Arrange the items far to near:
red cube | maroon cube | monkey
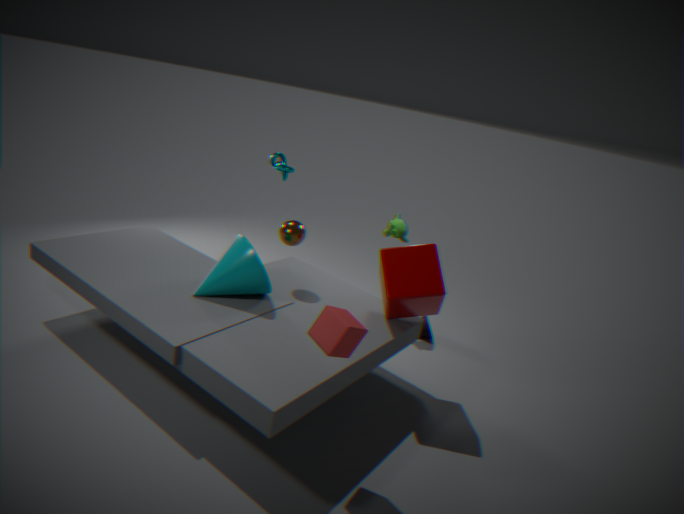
1. monkey
2. maroon cube
3. red cube
